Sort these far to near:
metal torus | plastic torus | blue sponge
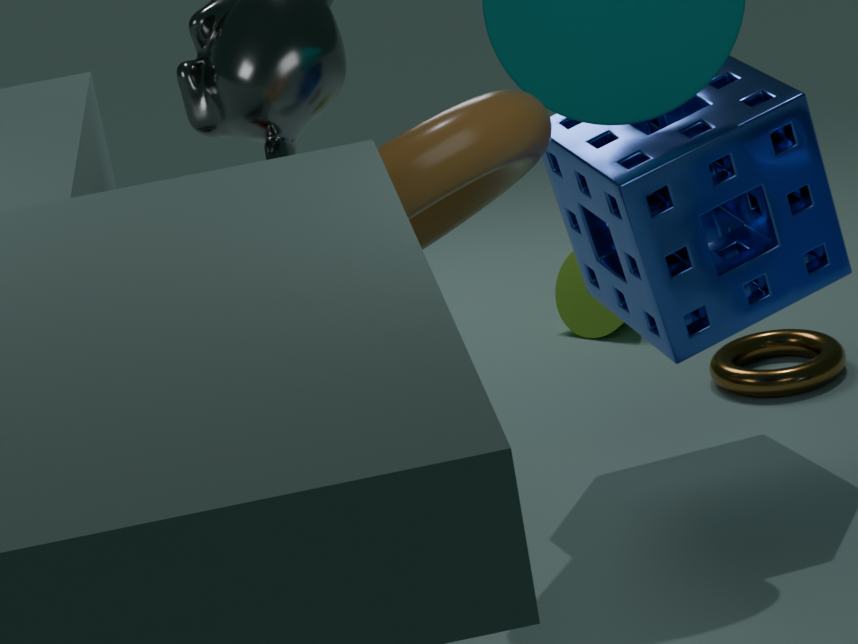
1. metal torus
2. blue sponge
3. plastic torus
